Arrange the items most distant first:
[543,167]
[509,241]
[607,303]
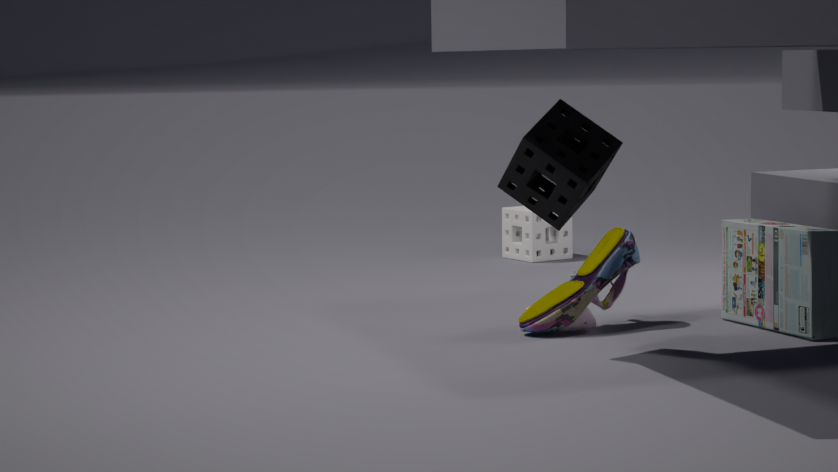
[509,241] → [607,303] → [543,167]
